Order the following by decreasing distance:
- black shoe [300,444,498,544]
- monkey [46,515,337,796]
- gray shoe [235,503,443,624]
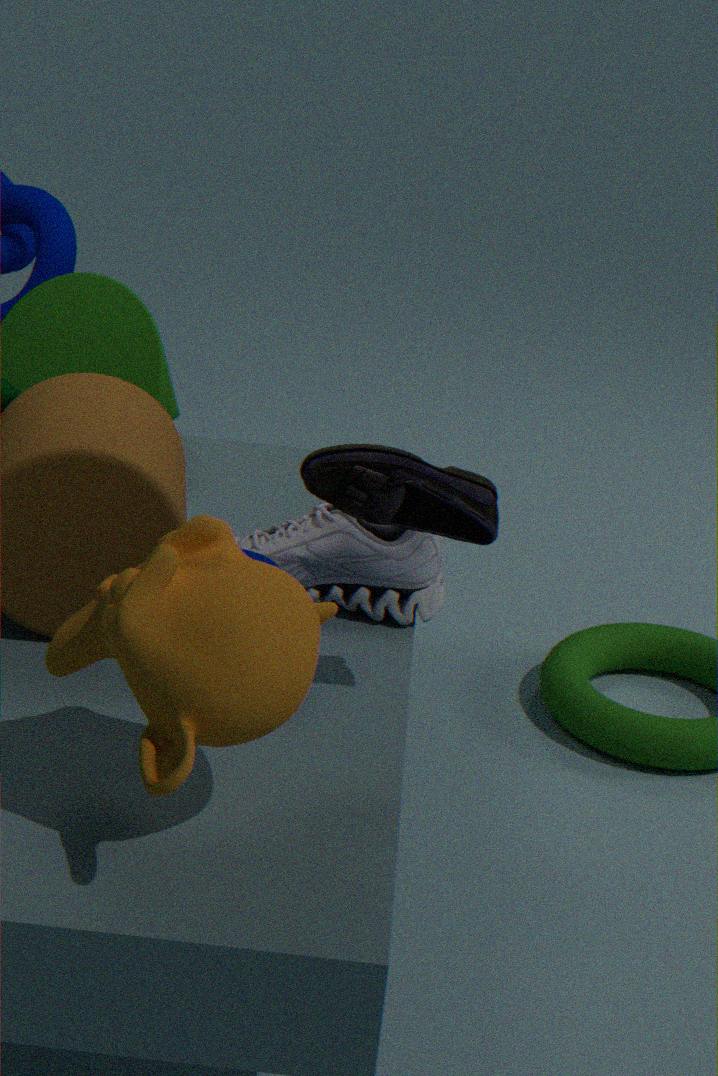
gray shoe [235,503,443,624]
black shoe [300,444,498,544]
monkey [46,515,337,796]
